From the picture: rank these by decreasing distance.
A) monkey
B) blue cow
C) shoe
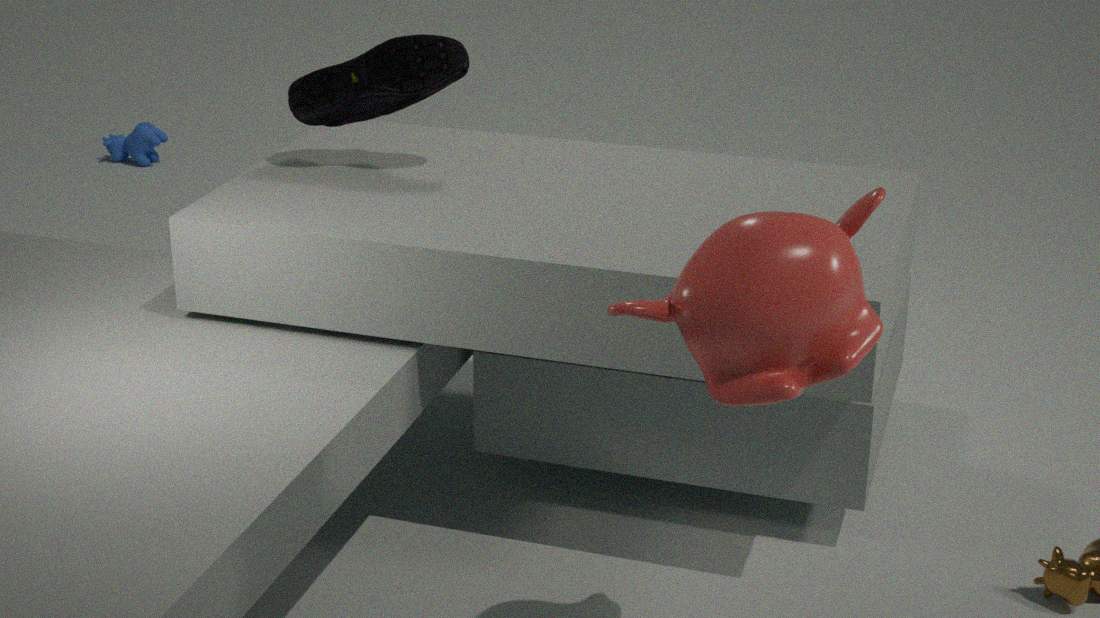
B. blue cow < C. shoe < A. monkey
